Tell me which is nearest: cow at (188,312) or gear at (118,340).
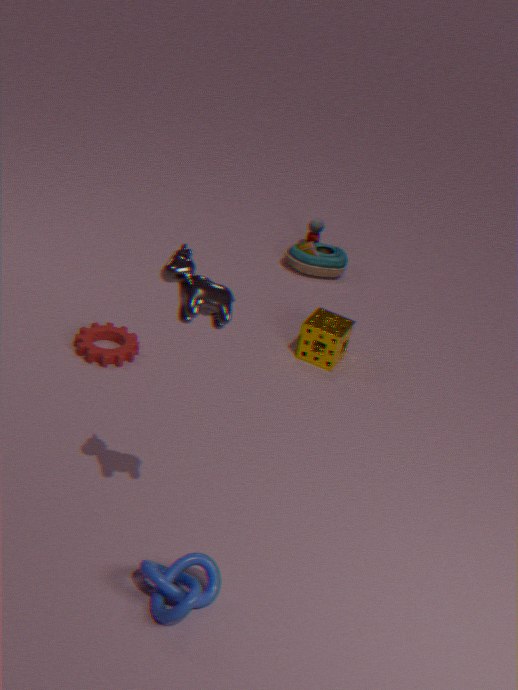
cow at (188,312)
